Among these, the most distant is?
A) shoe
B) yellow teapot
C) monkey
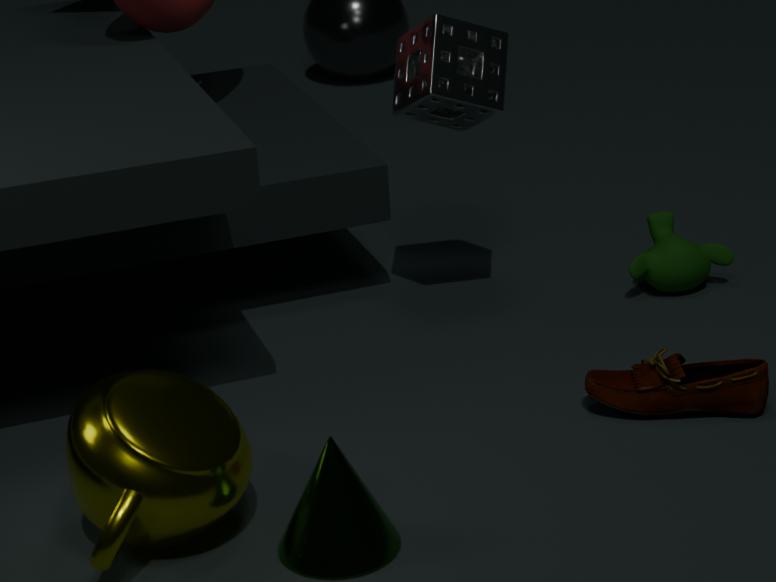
monkey
